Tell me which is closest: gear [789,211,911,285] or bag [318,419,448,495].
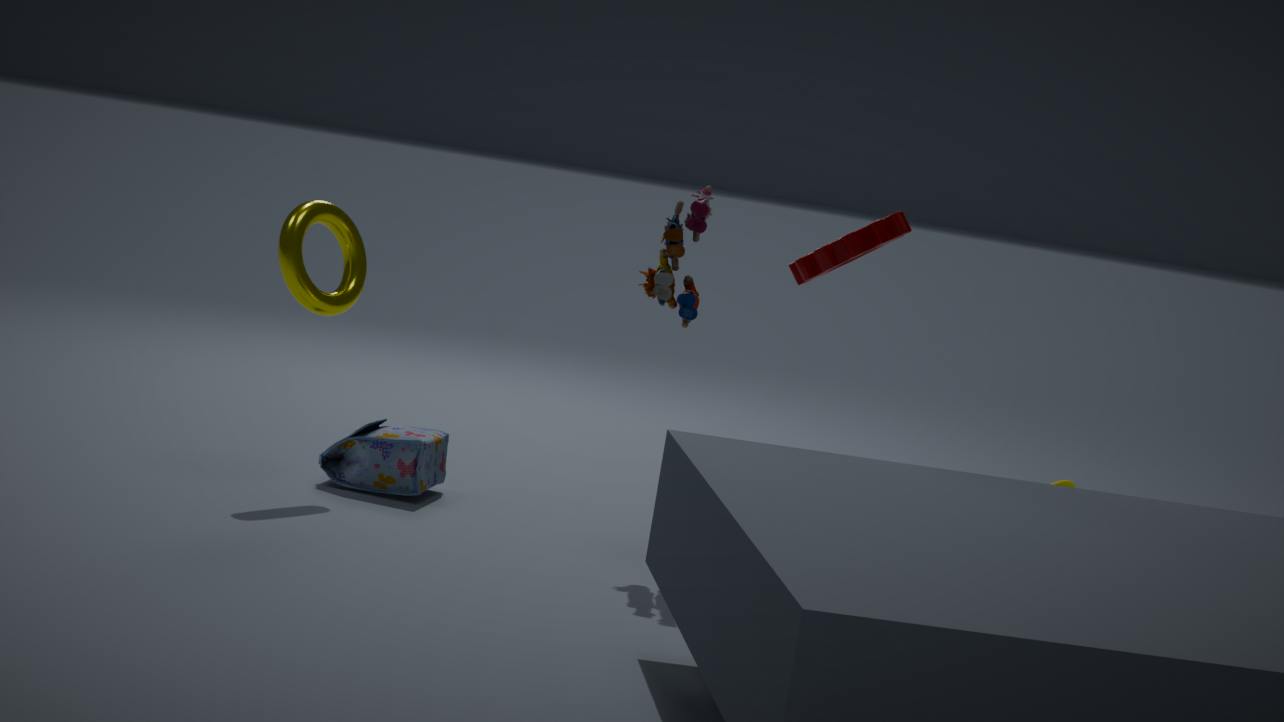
gear [789,211,911,285]
